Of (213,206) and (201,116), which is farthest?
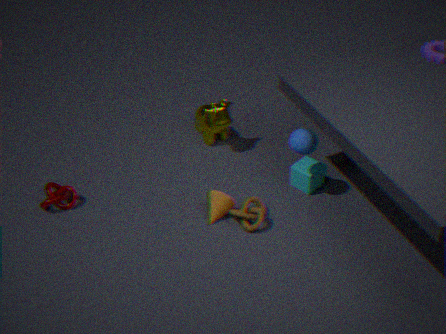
(201,116)
